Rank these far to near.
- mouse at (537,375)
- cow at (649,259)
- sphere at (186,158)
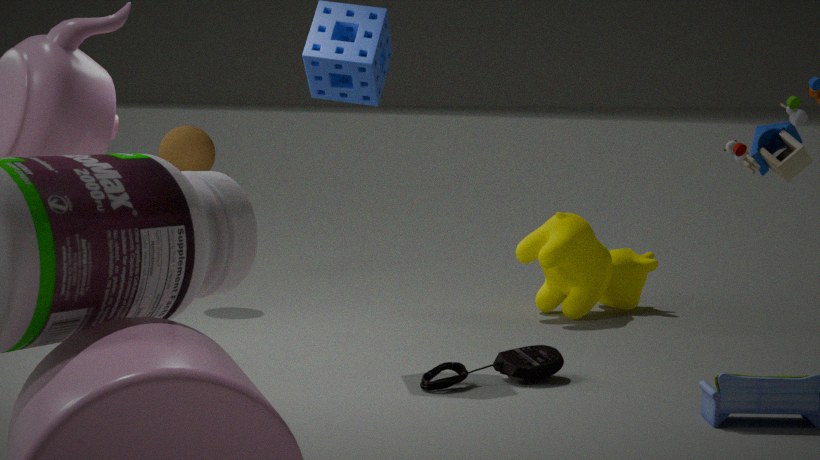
sphere at (186,158) → cow at (649,259) → mouse at (537,375)
